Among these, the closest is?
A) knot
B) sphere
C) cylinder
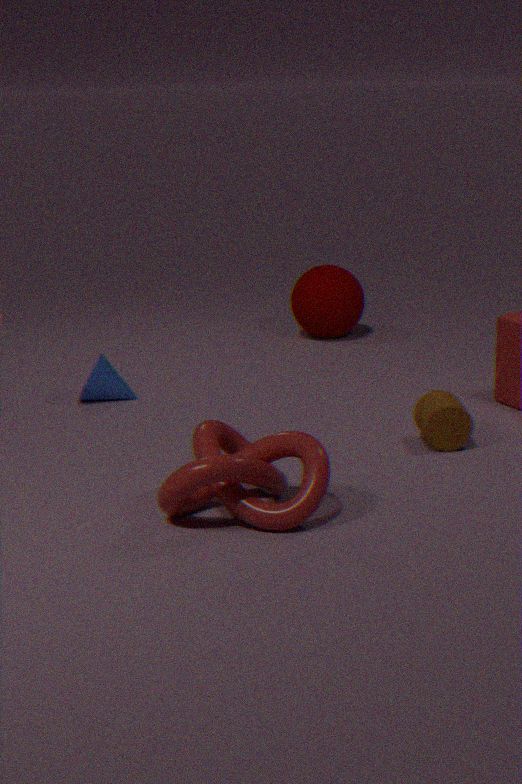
knot
